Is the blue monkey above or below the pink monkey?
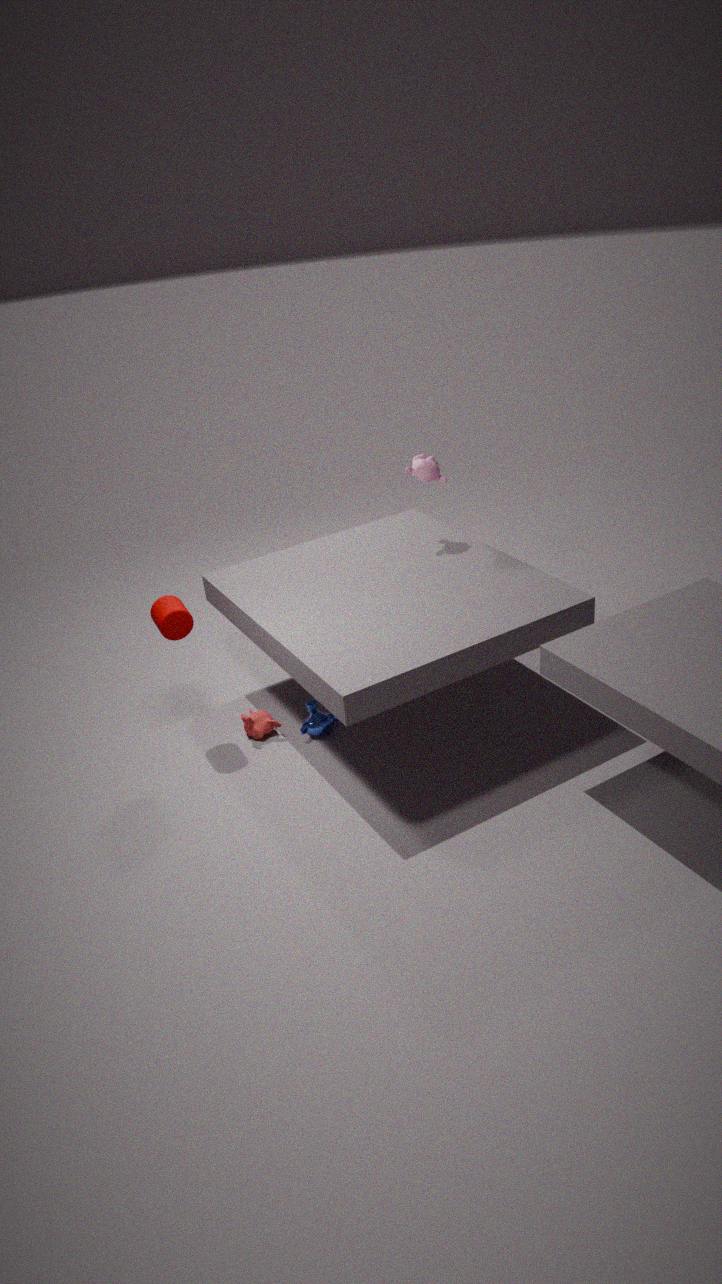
below
